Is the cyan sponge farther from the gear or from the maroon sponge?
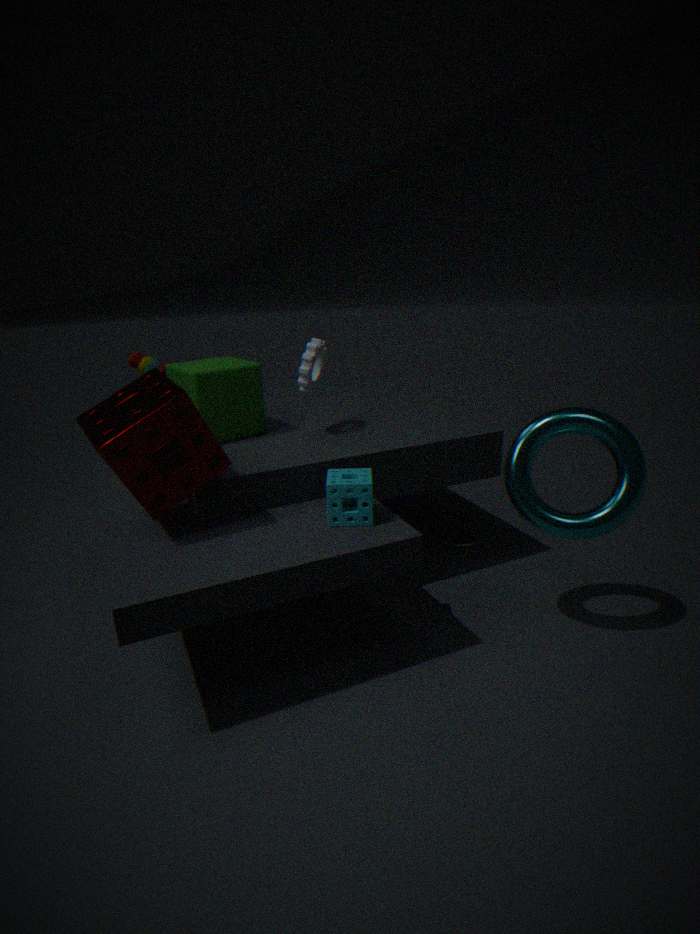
the gear
